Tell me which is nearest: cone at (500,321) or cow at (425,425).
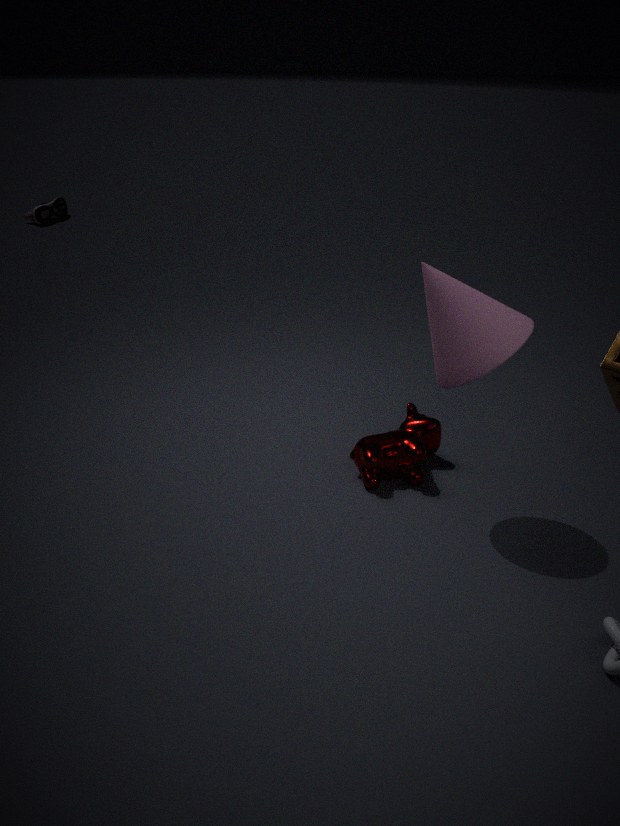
cone at (500,321)
